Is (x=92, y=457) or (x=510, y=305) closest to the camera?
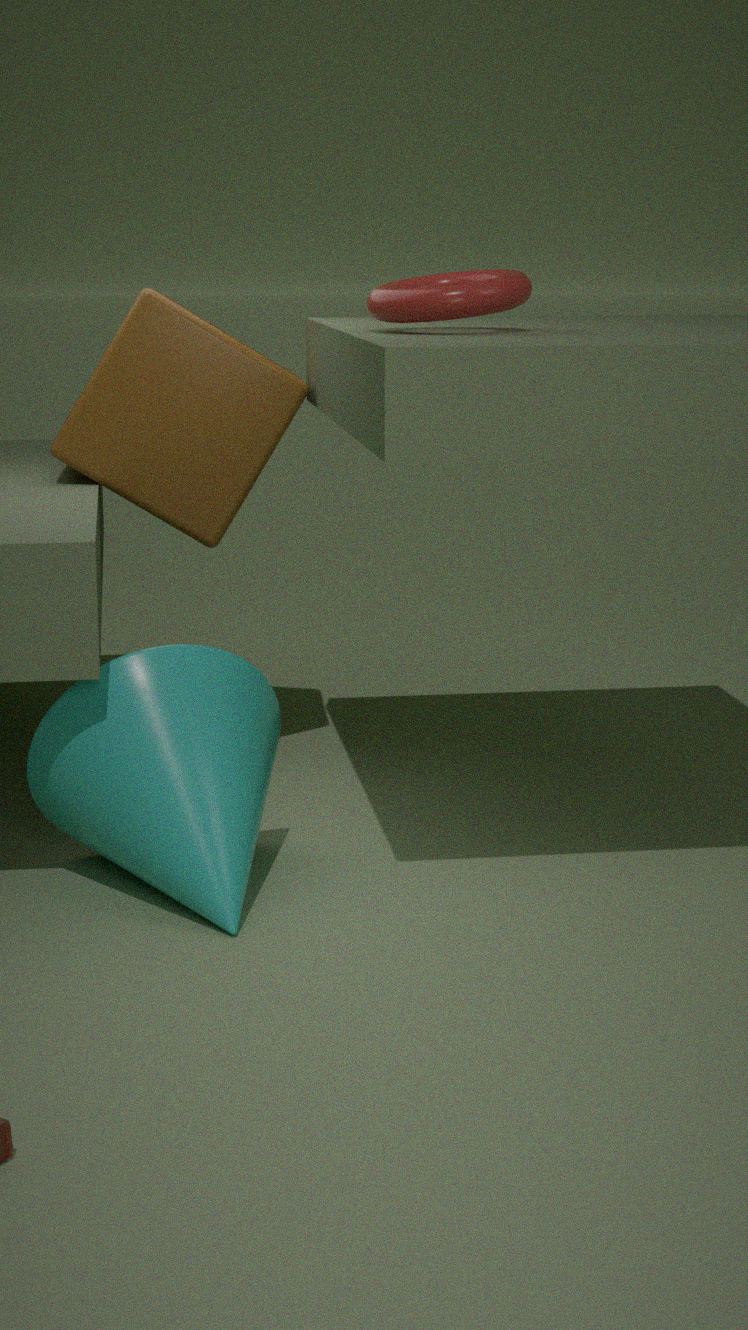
(x=510, y=305)
